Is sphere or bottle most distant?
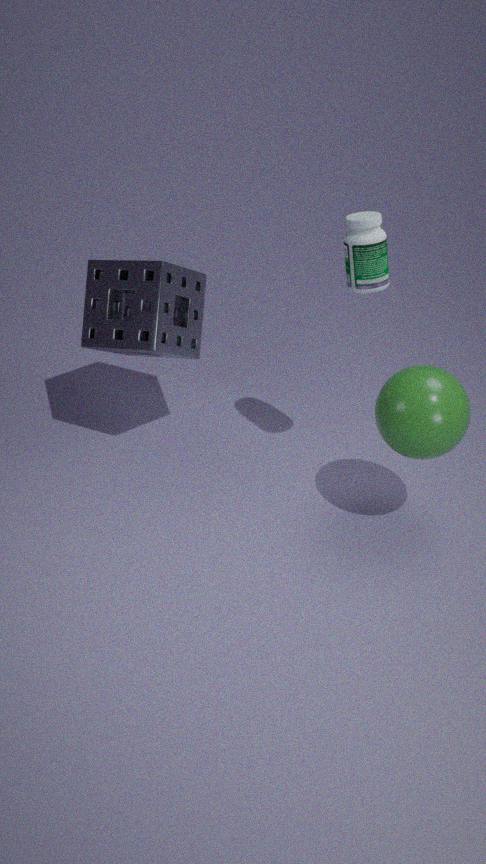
bottle
